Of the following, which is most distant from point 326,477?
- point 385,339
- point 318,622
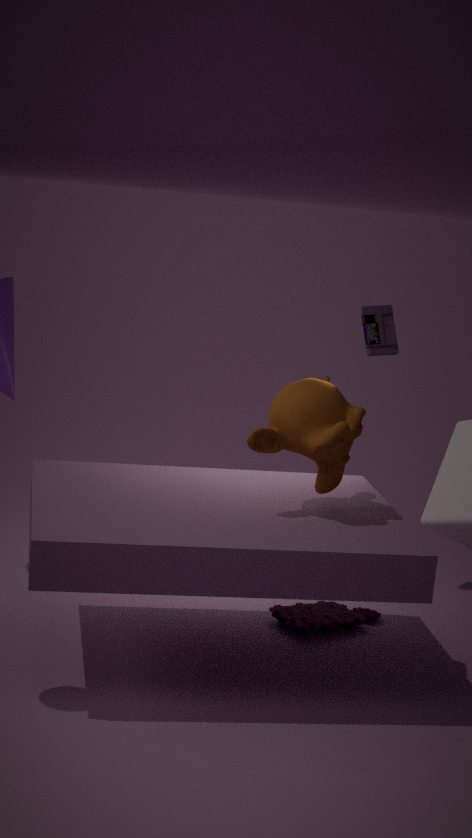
point 385,339
